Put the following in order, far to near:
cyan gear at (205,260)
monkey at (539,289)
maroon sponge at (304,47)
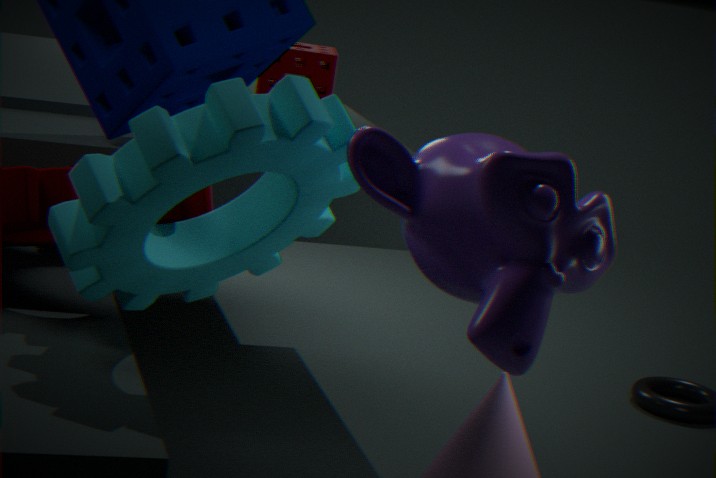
maroon sponge at (304,47), cyan gear at (205,260), monkey at (539,289)
